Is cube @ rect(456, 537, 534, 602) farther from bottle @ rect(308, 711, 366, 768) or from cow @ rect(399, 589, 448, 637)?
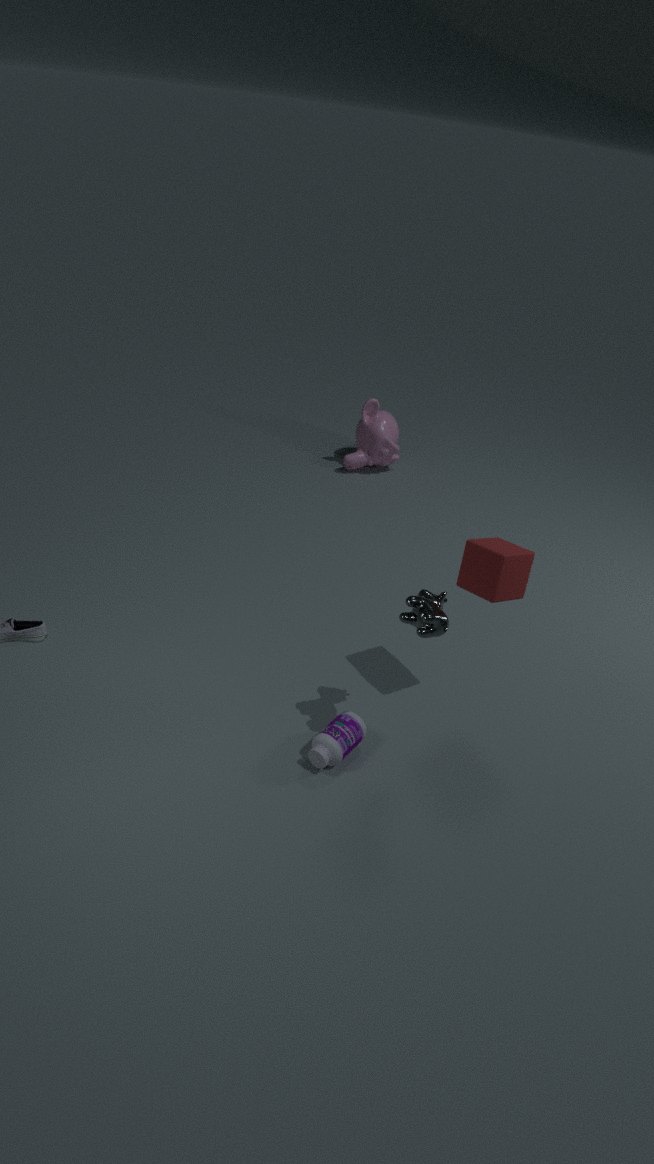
bottle @ rect(308, 711, 366, 768)
